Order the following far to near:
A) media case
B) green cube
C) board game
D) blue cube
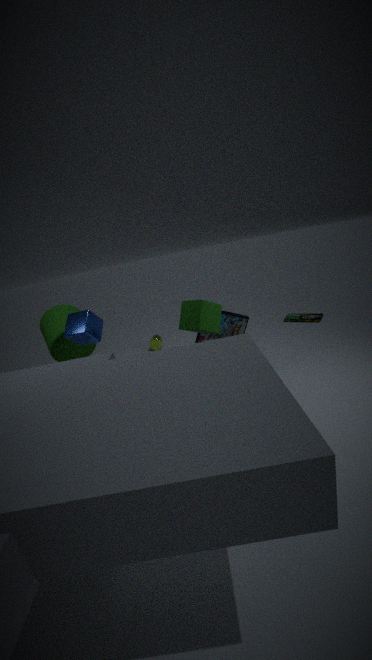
board game < media case < blue cube < green cube
